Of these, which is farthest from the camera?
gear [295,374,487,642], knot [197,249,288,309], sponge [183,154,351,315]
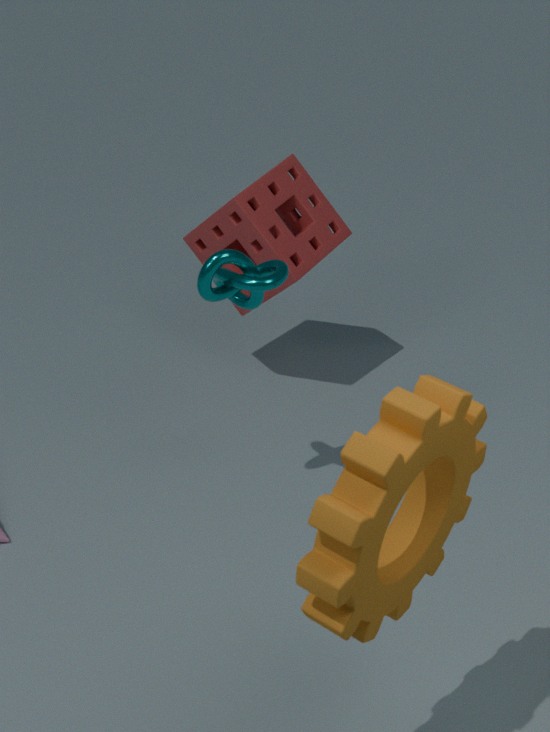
sponge [183,154,351,315]
